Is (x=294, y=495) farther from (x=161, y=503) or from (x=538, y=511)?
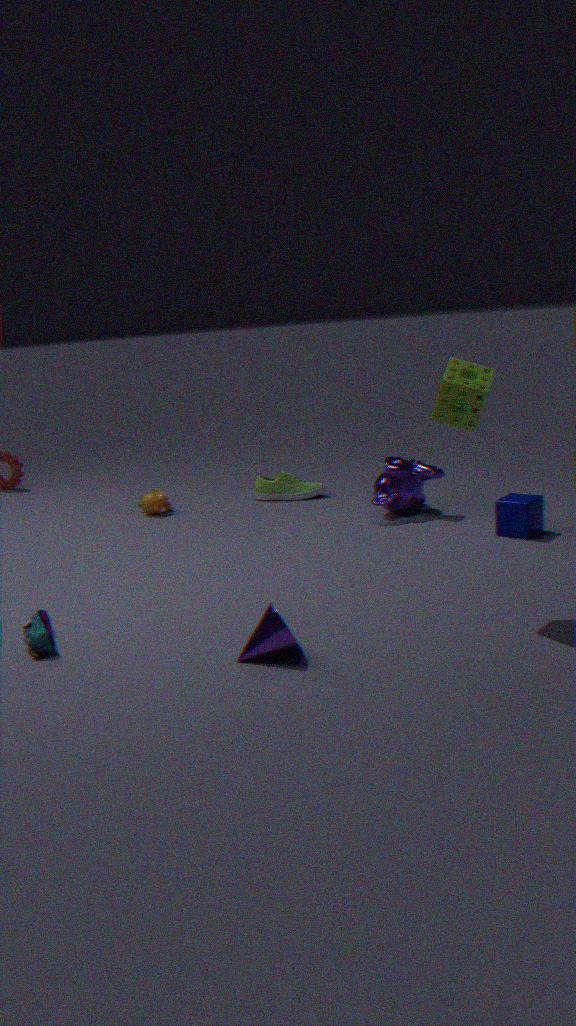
(x=538, y=511)
